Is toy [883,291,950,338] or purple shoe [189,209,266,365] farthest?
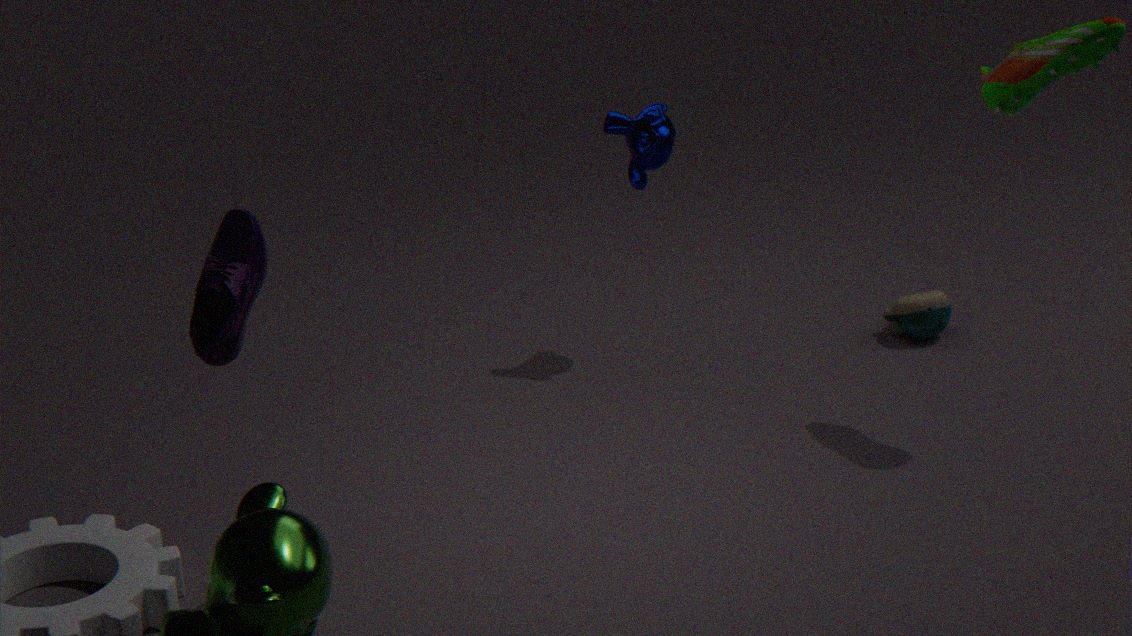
toy [883,291,950,338]
